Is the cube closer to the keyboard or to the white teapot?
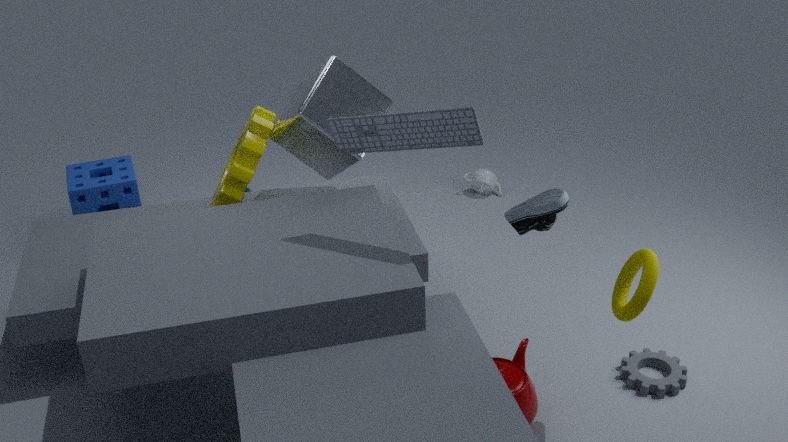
the keyboard
